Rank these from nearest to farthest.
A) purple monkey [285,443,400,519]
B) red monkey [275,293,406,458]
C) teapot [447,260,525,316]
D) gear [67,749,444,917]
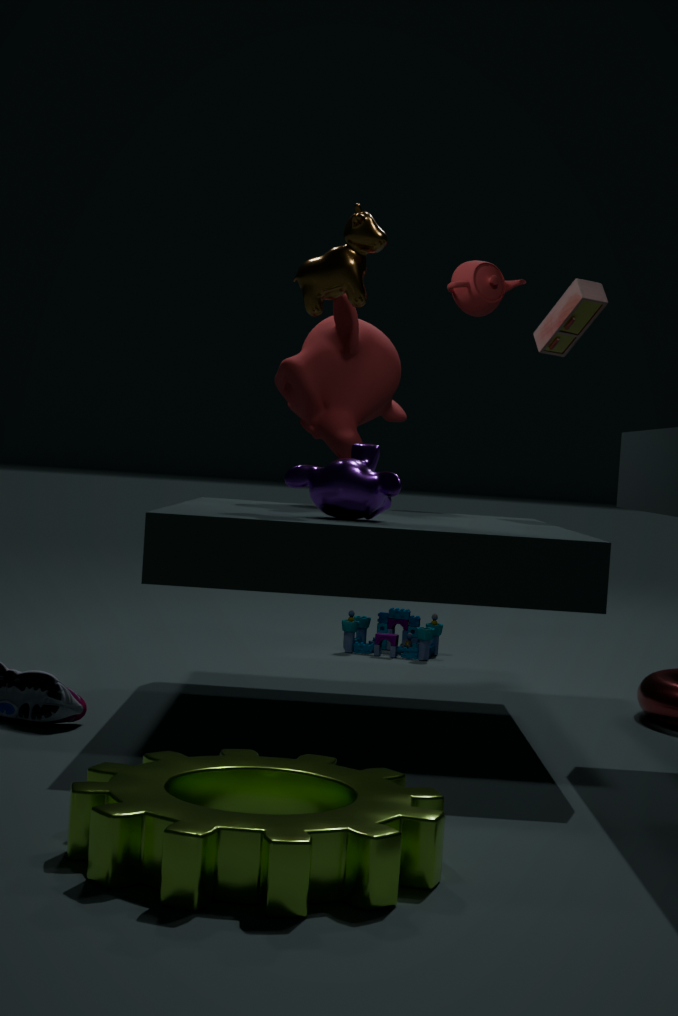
gear [67,749,444,917] < purple monkey [285,443,400,519] < red monkey [275,293,406,458] < teapot [447,260,525,316]
